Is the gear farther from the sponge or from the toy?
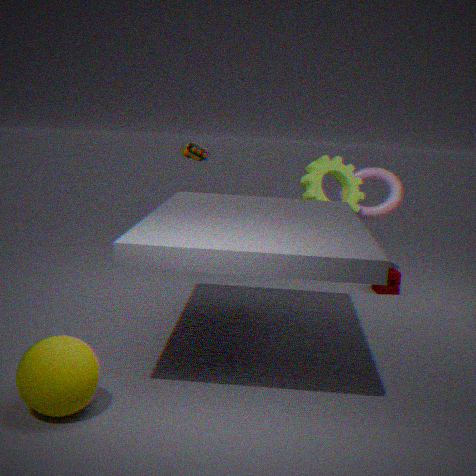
the toy
